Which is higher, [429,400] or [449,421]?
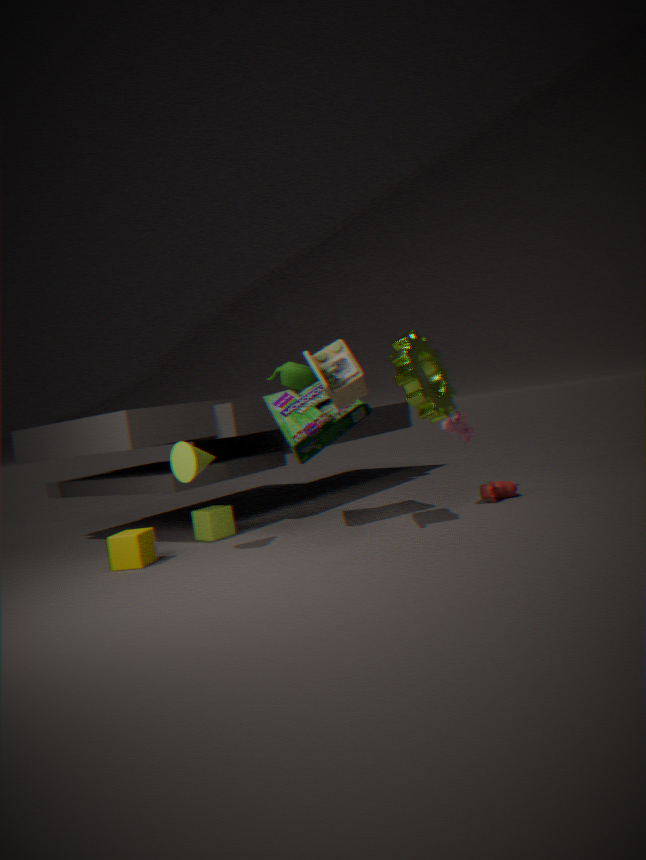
[429,400]
